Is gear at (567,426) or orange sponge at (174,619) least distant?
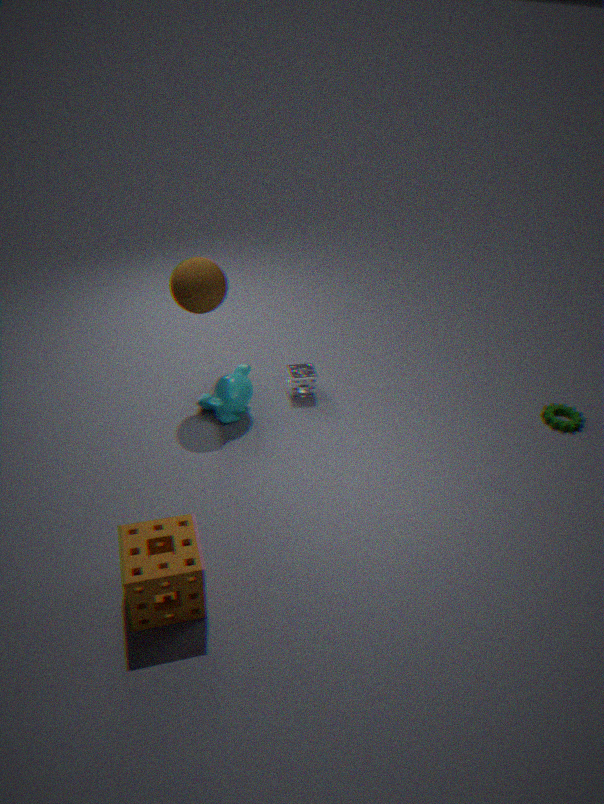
orange sponge at (174,619)
